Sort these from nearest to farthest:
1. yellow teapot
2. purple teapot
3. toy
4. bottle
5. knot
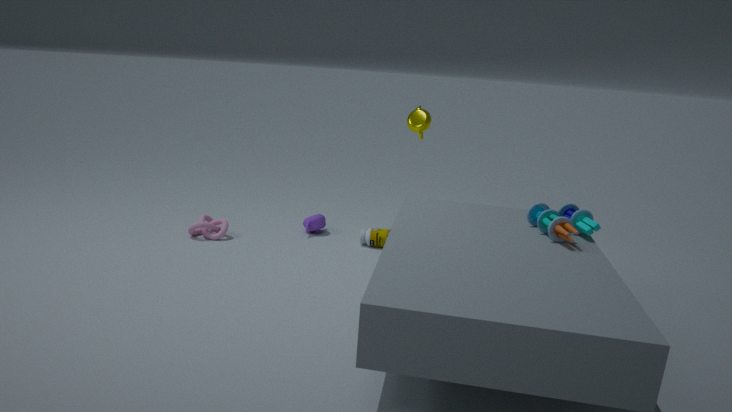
toy < yellow teapot < knot < bottle < purple teapot
